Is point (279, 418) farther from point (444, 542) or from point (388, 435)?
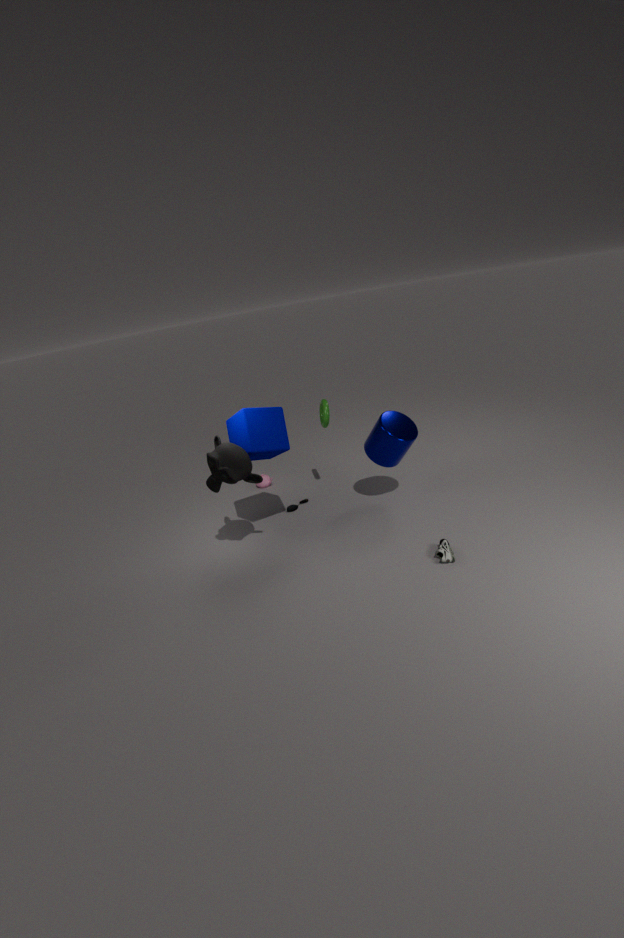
point (444, 542)
